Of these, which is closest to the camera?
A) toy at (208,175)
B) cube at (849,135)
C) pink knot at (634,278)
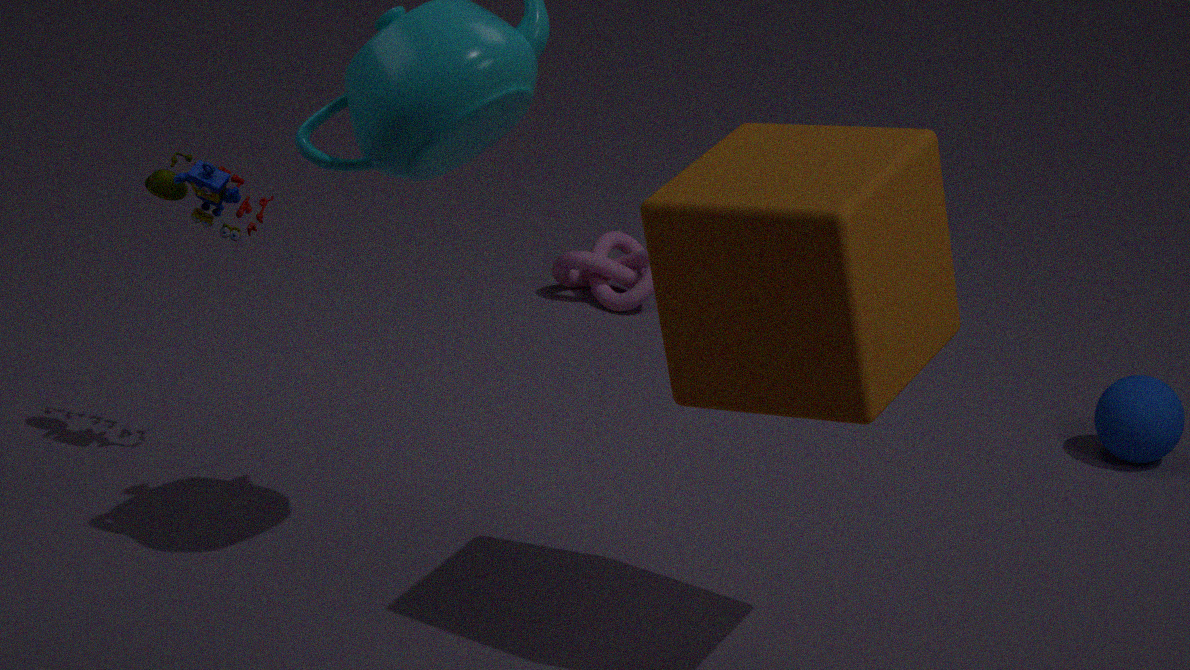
cube at (849,135)
